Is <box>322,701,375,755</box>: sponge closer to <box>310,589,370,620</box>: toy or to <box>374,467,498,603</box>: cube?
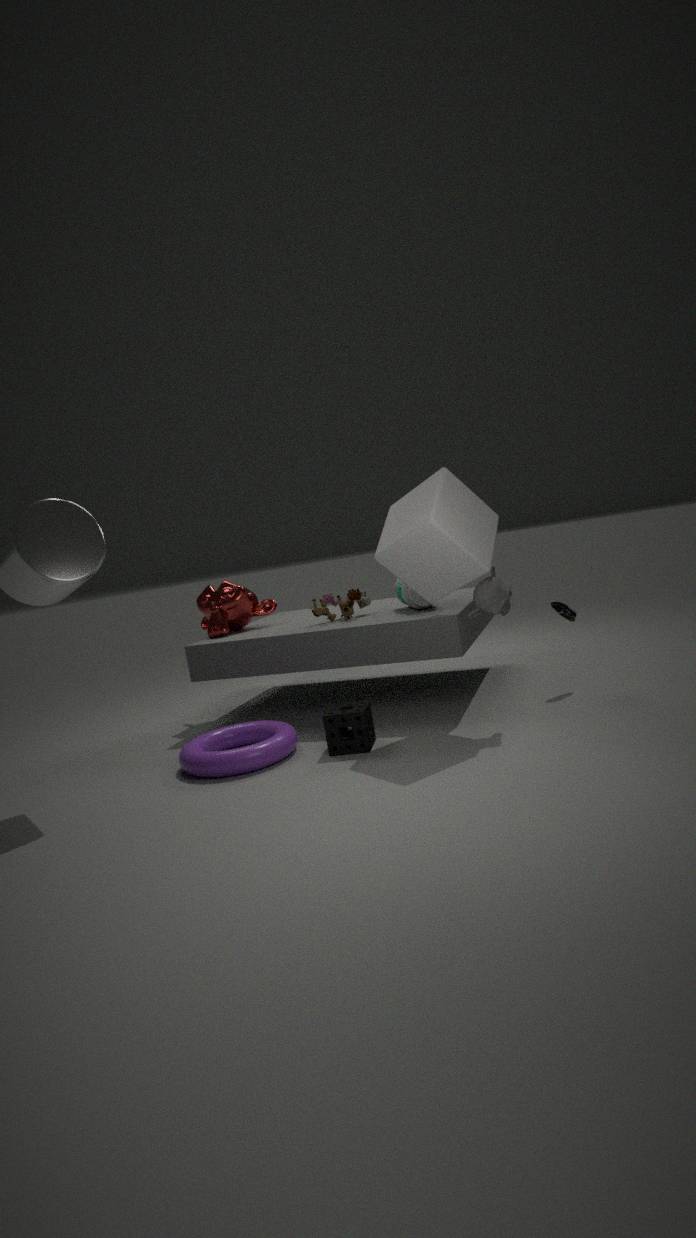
<box>374,467,498,603</box>: cube
